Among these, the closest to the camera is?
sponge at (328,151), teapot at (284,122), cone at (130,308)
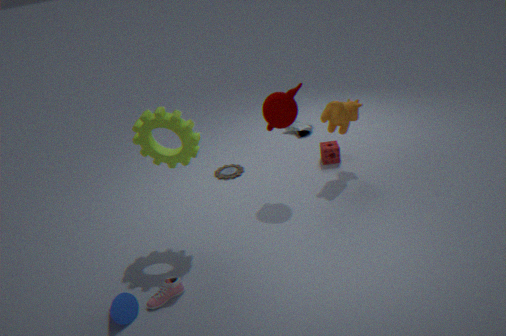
cone at (130,308)
